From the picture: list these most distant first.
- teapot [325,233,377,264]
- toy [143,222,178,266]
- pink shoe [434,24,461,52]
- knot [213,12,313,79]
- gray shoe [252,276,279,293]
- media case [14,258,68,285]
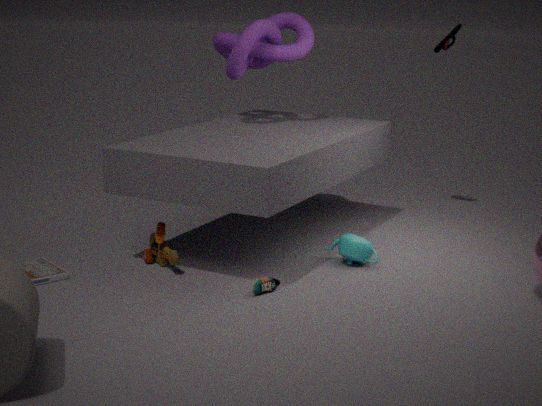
pink shoe [434,24,461,52] < knot [213,12,313,79] < teapot [325,233,377,264] < toy [143,222,178,266] < media case [14,258,68,285] < gray shoe [252,276,279,293]
